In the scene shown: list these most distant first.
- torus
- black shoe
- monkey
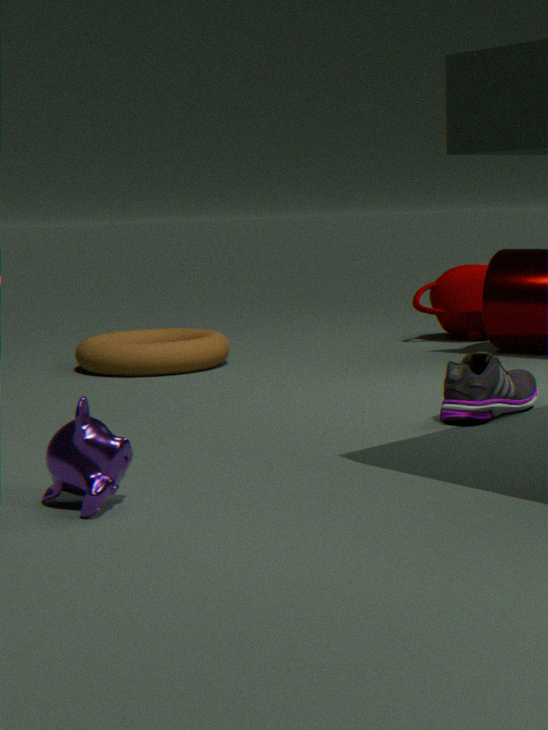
torus, black shoe, monkey
